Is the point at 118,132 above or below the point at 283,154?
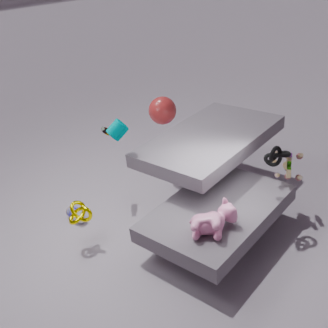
above
